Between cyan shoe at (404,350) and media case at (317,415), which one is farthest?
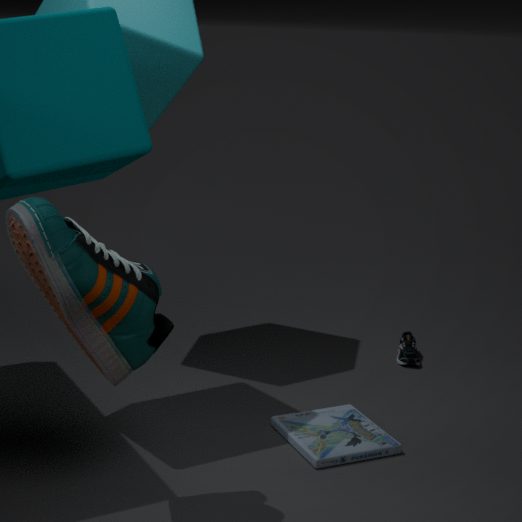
cyan shoe at (404,350)
